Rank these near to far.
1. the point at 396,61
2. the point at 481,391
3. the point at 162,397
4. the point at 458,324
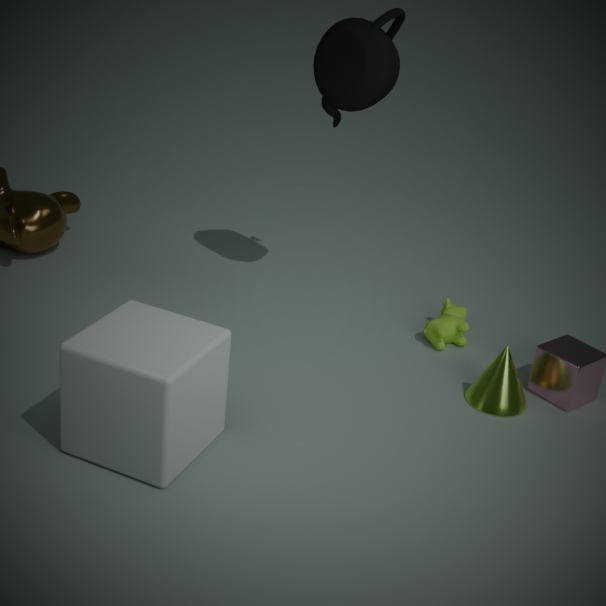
the point at 162,397 < the point at 481,391 < the point at 396,61 < the point at 458,324
